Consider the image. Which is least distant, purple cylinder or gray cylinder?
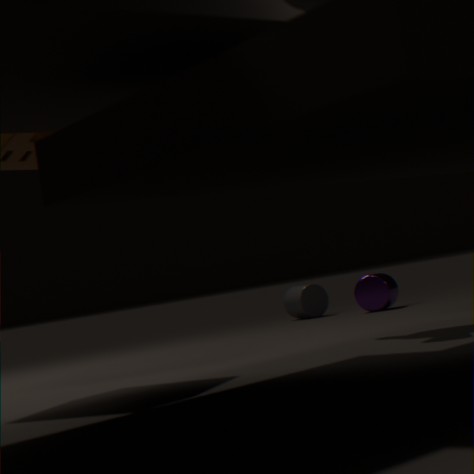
purple cylinder
